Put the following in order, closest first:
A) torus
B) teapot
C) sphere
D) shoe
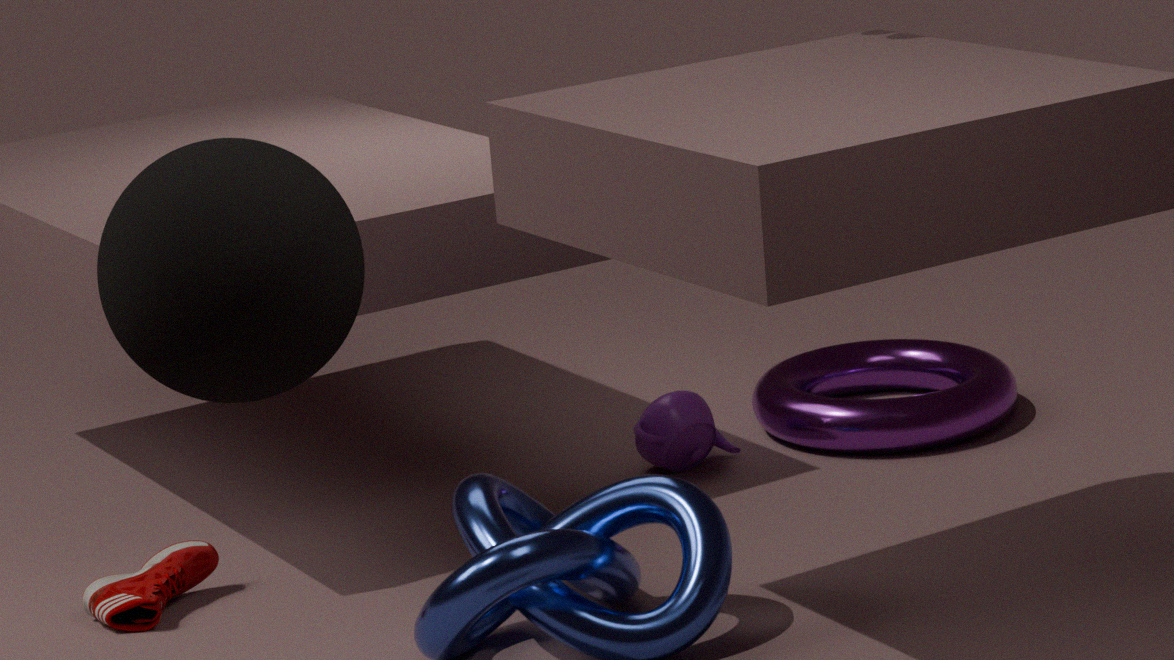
sphere, shoe, teapot, torus
